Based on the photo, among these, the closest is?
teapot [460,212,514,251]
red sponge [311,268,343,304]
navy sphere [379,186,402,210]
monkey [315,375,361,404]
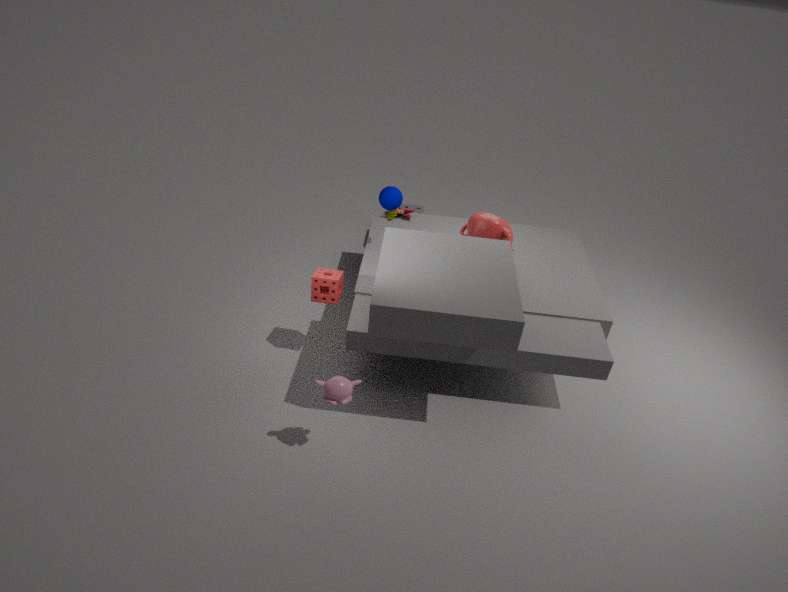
monkey [315,375,361,404]
